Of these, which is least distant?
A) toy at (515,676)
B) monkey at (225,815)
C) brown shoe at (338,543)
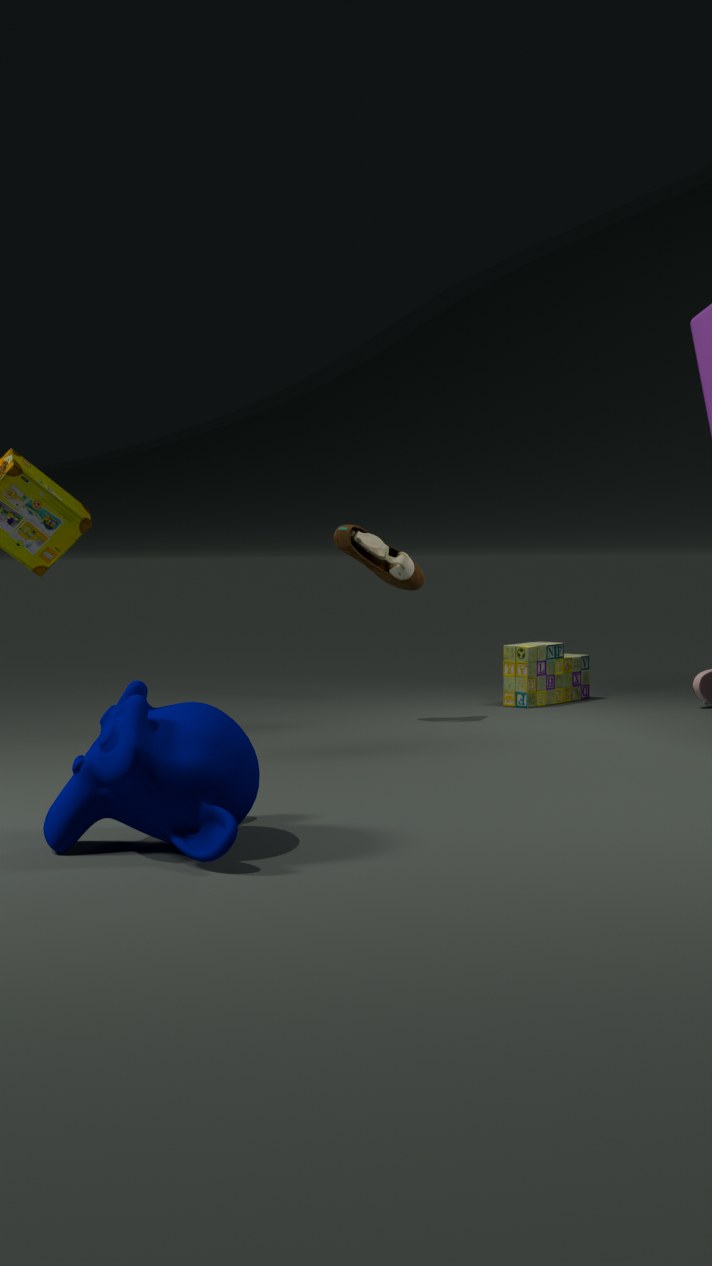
monkey at (225,815)
